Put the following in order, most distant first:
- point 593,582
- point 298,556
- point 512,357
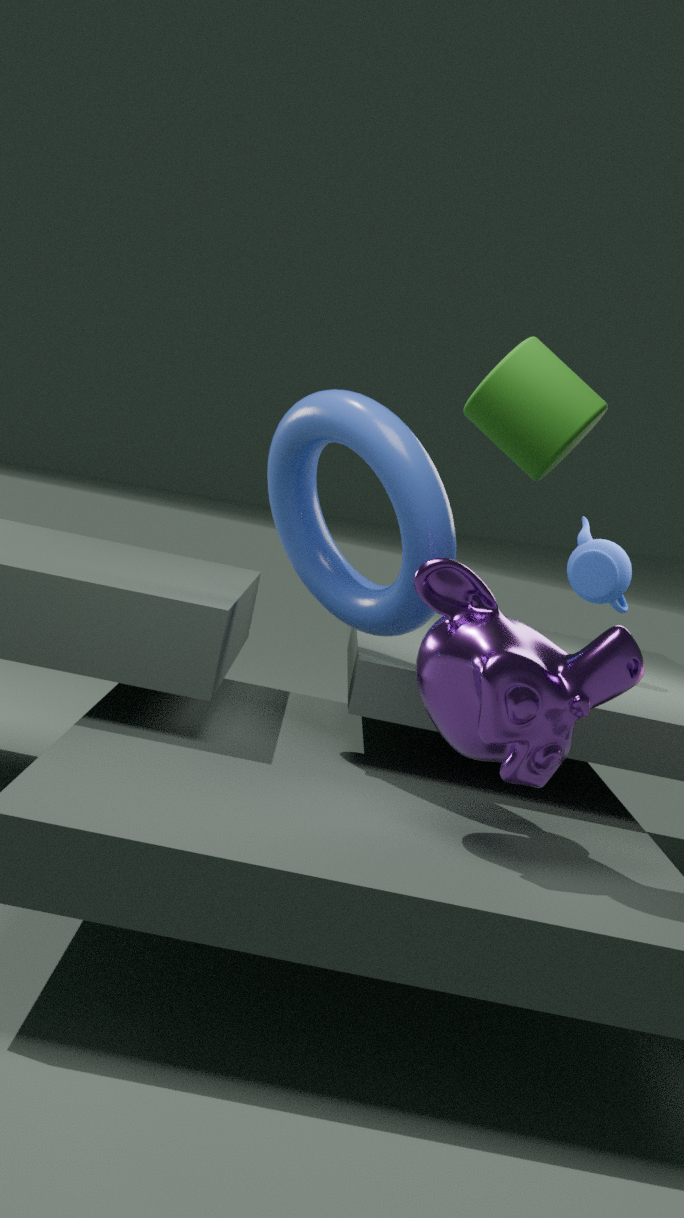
point 593,582
point 298,556
point 512,357
